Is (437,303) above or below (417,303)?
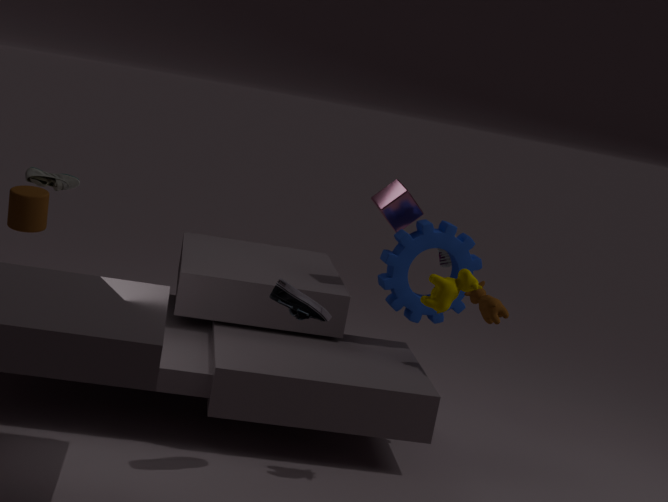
above
